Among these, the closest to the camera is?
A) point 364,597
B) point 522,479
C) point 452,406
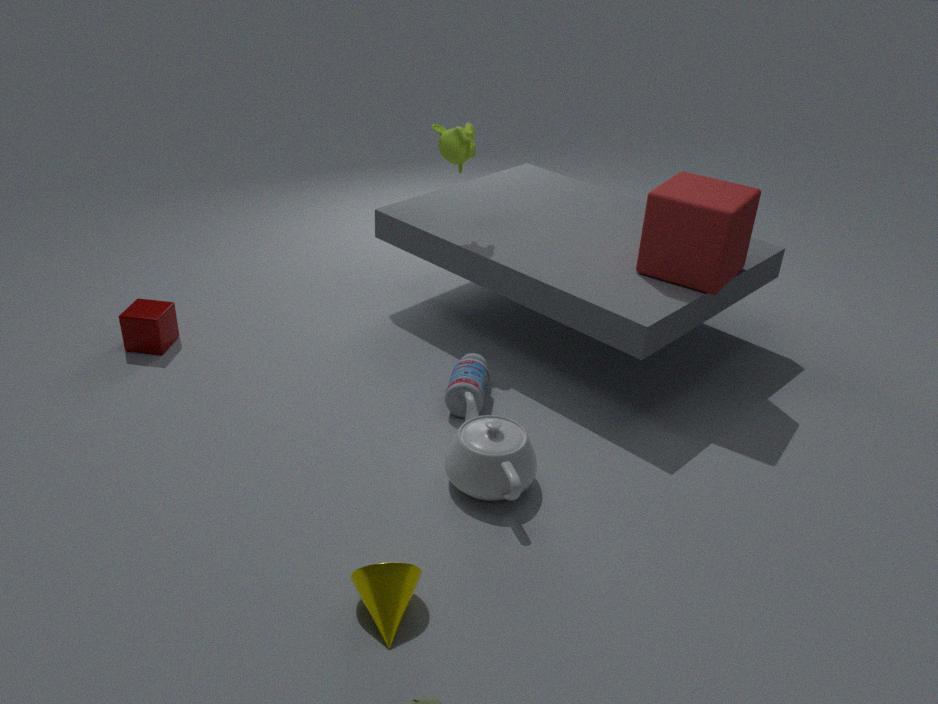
point 364,597
